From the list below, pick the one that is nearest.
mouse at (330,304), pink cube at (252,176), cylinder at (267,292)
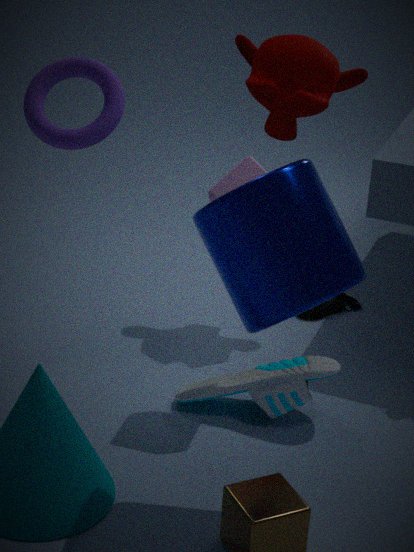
cylinder at (267,292)
